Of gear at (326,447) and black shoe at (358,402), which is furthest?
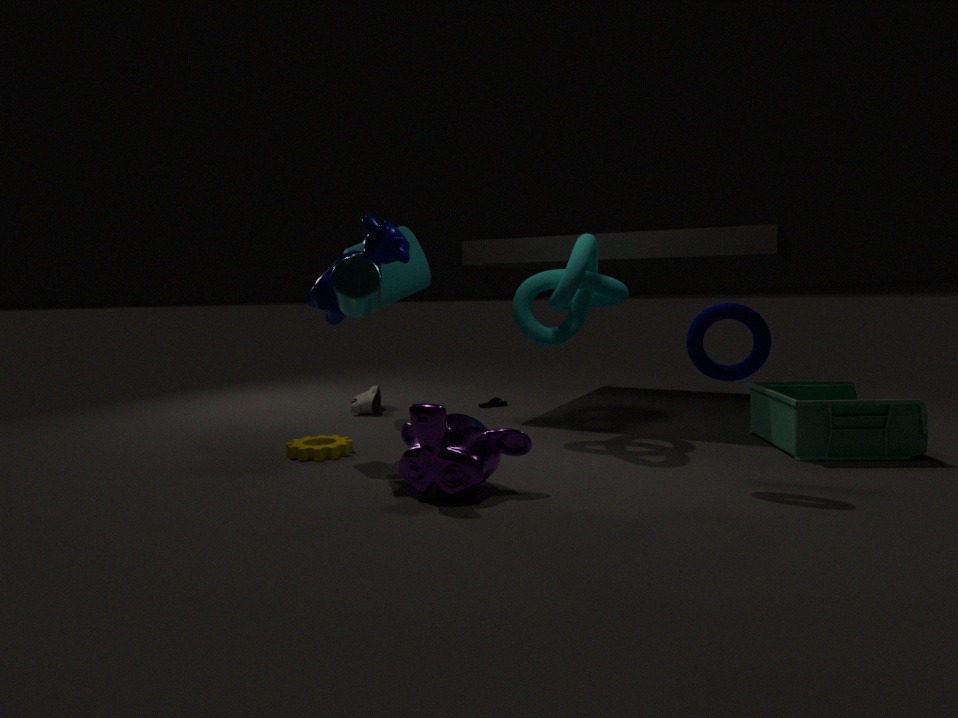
black shoe at (358,402)
